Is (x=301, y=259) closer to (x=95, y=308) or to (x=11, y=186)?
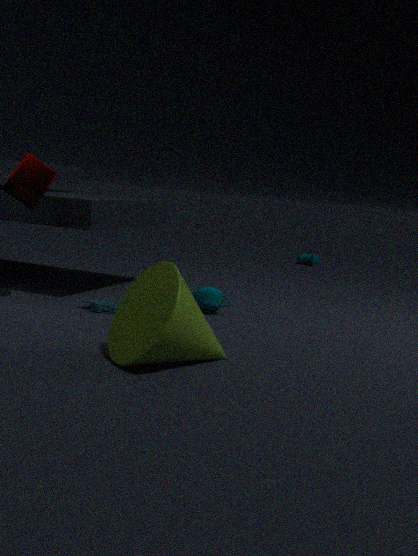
(x=95, y=308)
